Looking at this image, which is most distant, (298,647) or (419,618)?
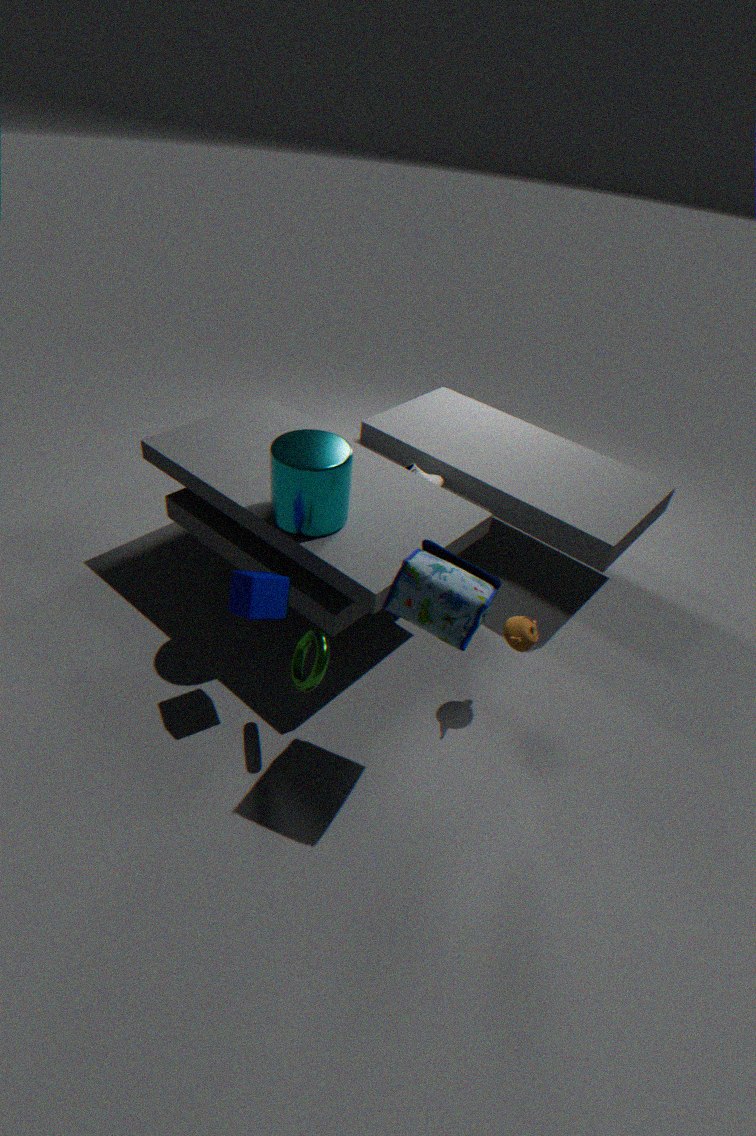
(298,647)
